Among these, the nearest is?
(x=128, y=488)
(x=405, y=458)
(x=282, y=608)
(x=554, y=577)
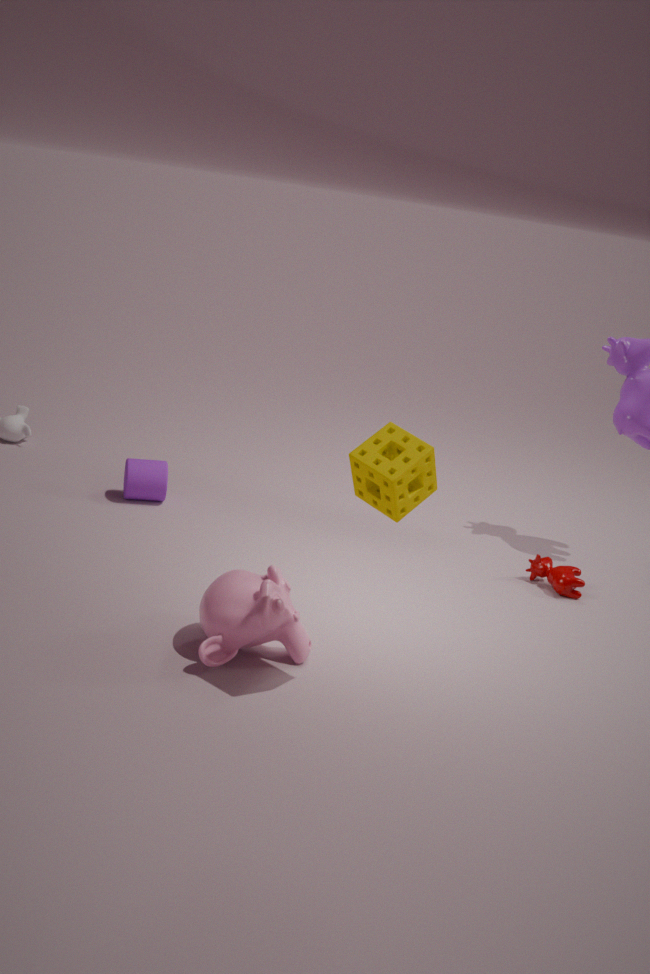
(x=405, y=458)
